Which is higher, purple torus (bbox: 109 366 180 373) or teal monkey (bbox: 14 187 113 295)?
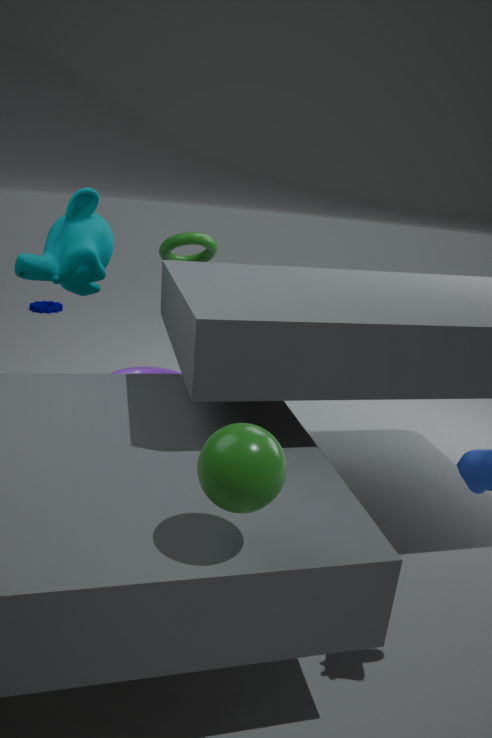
teal monkey (bbox: 14 187 113 295)
